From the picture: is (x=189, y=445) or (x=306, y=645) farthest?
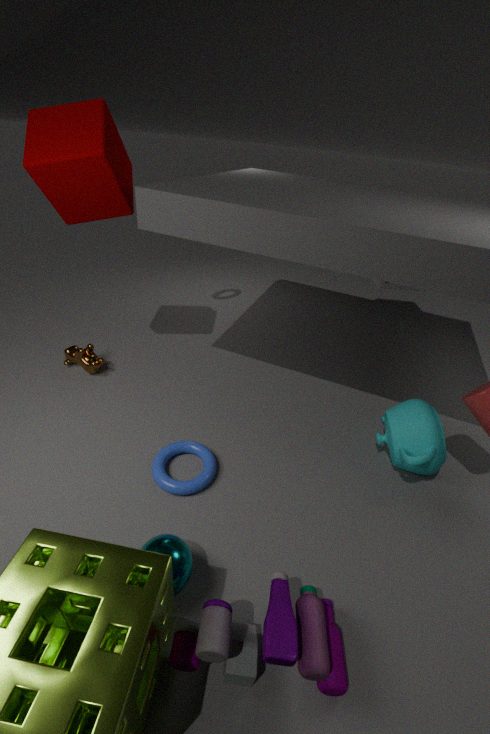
(x=189, y=445)
